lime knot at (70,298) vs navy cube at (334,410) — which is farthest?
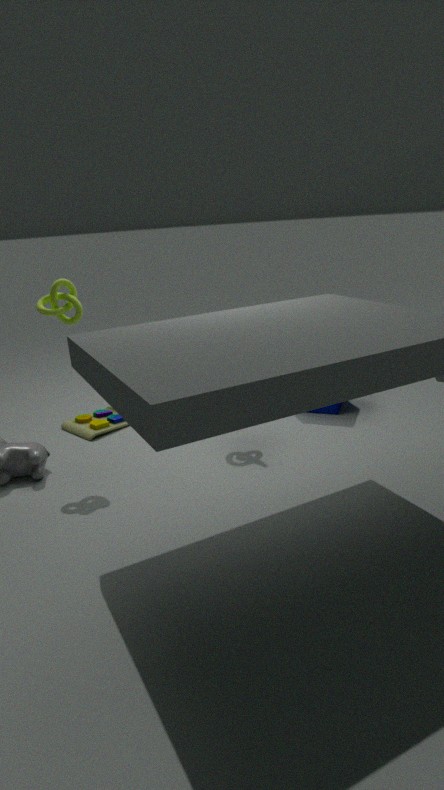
navy cube at (334,410)
